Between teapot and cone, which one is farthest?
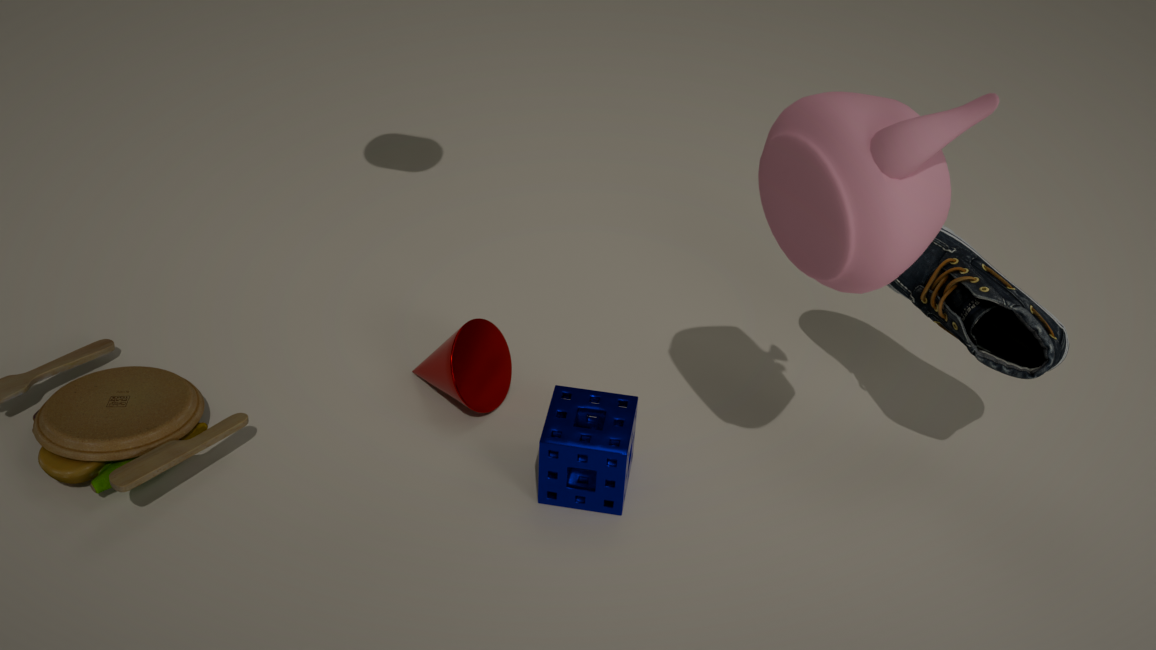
cone
